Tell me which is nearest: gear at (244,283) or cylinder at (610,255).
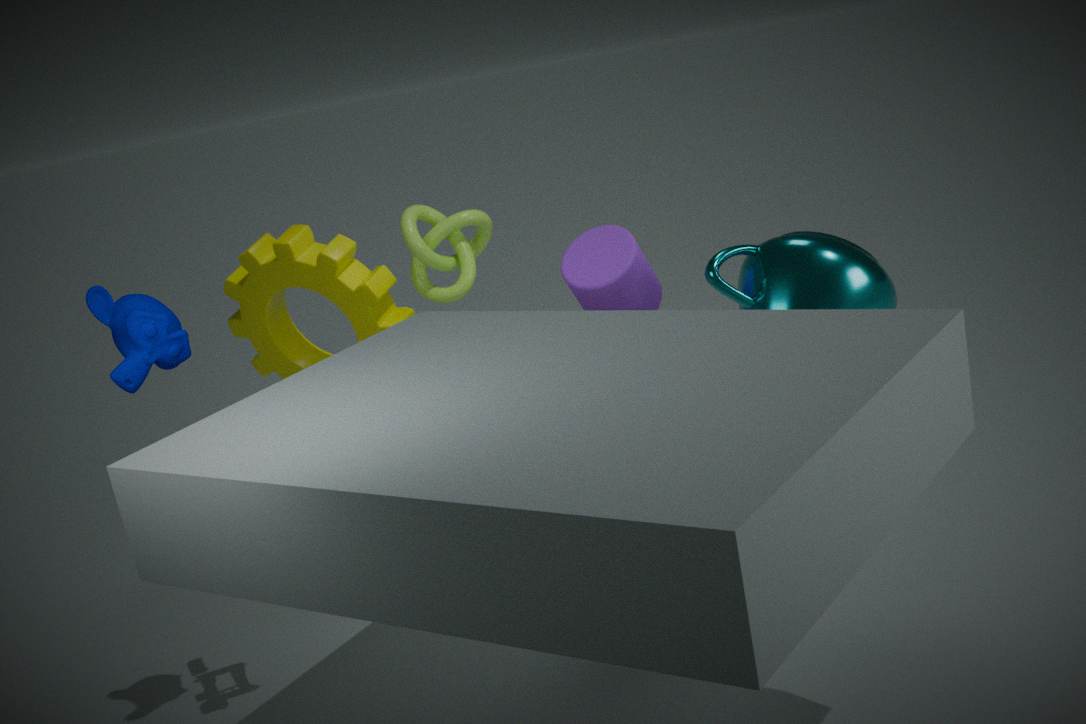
cylinder at (610,255)
